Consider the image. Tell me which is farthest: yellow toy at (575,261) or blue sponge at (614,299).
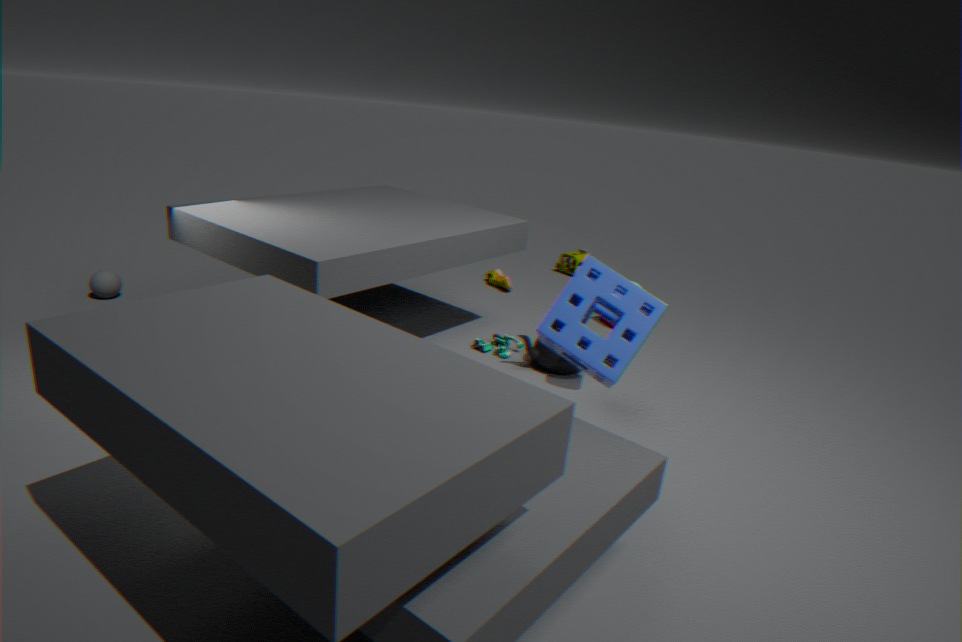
yellow toy at (575,261)
